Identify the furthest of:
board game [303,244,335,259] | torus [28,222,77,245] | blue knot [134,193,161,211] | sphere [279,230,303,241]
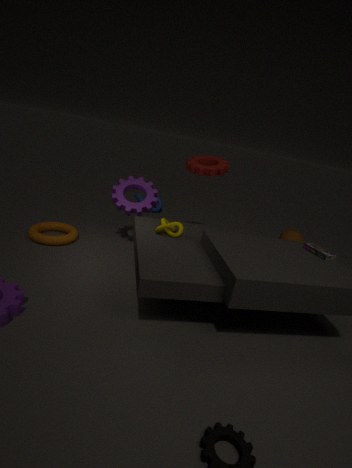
blue knot [134,193,161,211]
